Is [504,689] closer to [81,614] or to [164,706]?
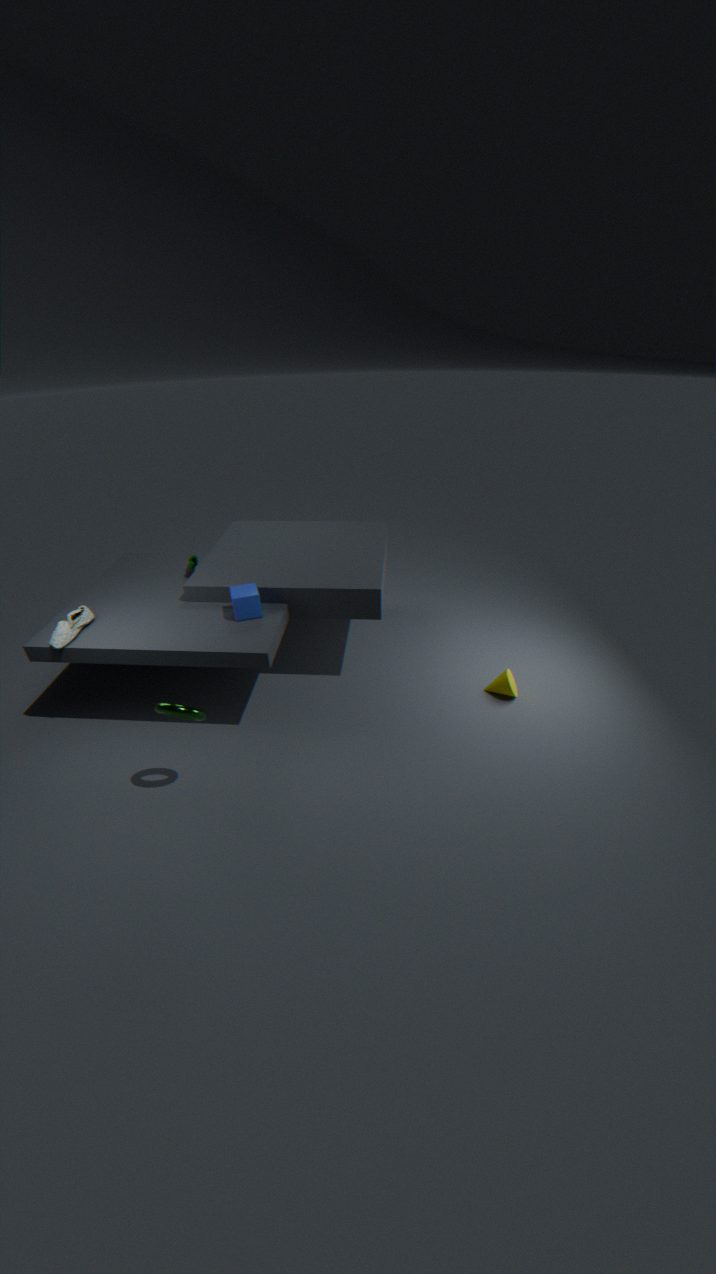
[164,706]
